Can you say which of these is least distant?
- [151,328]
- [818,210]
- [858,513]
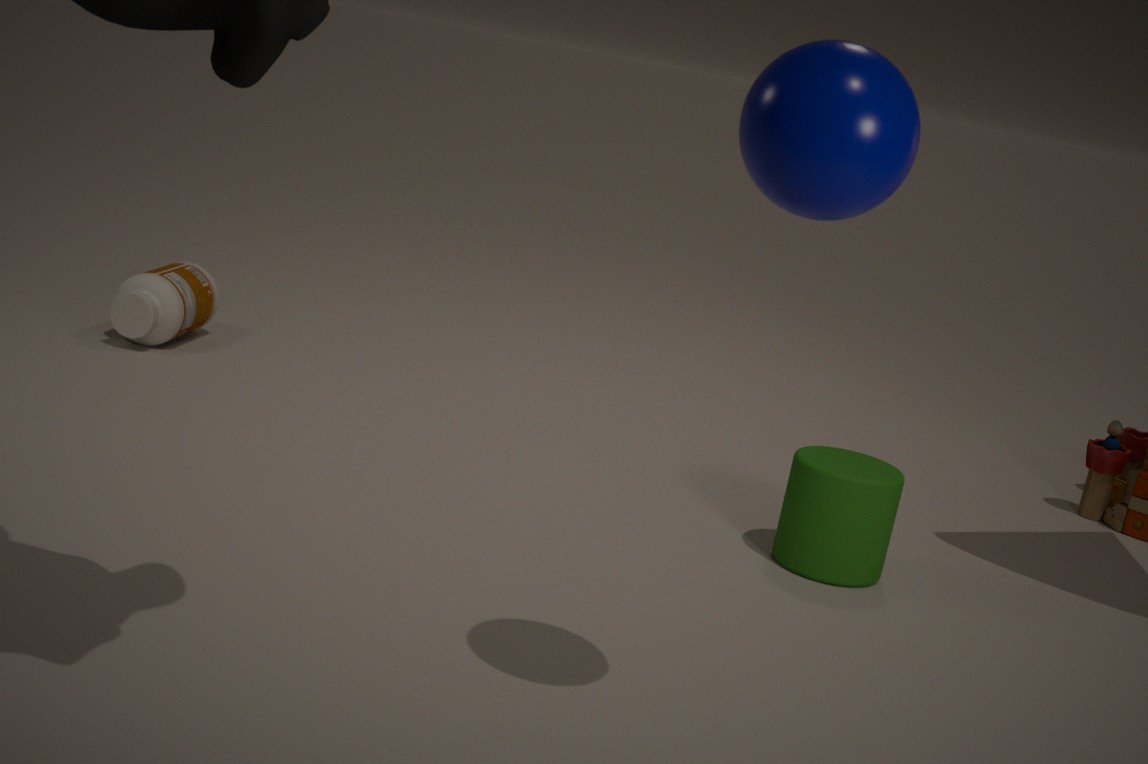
[818,210]
